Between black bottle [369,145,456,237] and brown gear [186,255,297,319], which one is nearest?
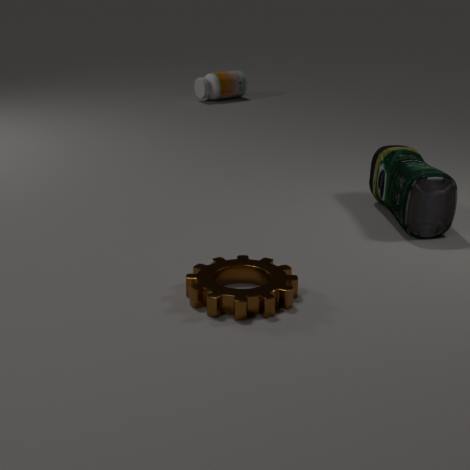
brown gear [186,255,297,319]
